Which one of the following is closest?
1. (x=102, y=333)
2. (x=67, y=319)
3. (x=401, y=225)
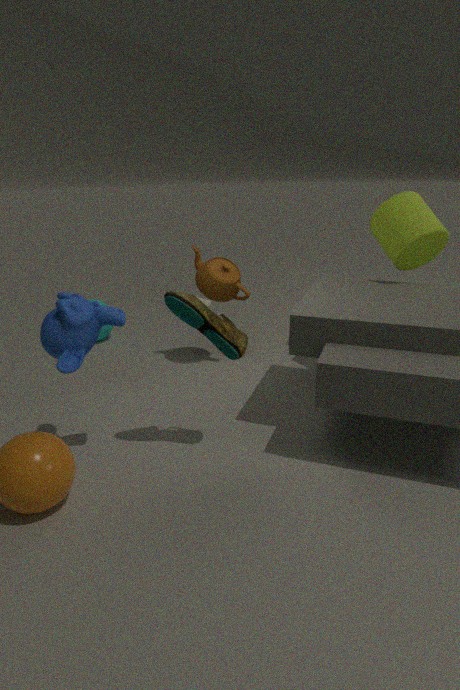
(x=67, y=319)
